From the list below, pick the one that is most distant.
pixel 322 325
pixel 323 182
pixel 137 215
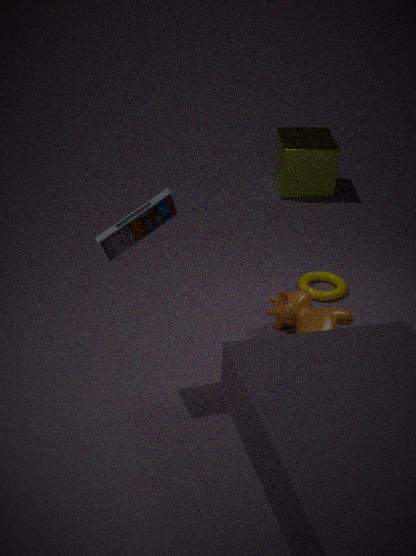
pixel 323 182
